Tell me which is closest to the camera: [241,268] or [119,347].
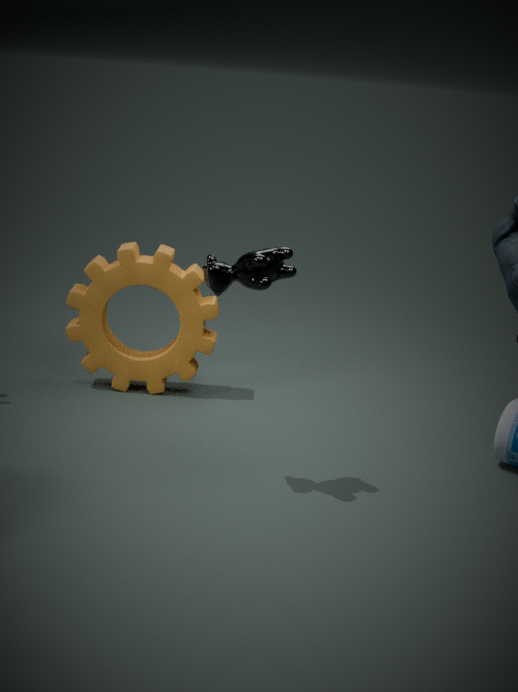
[241,268]
